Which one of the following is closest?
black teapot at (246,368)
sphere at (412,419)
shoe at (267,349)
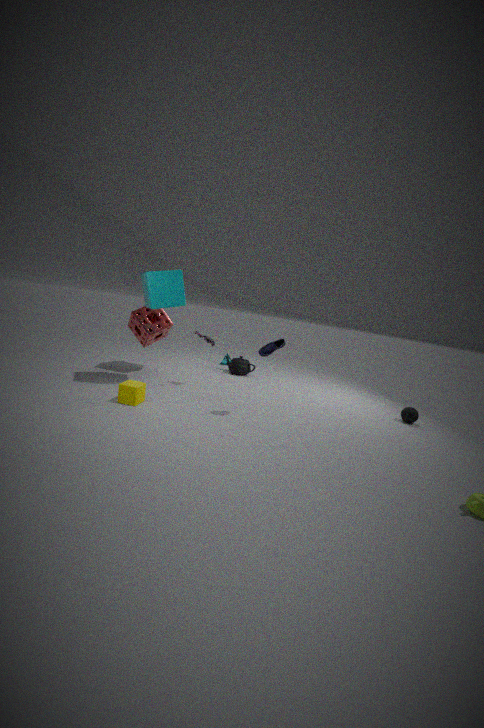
shoe at (267,349)
